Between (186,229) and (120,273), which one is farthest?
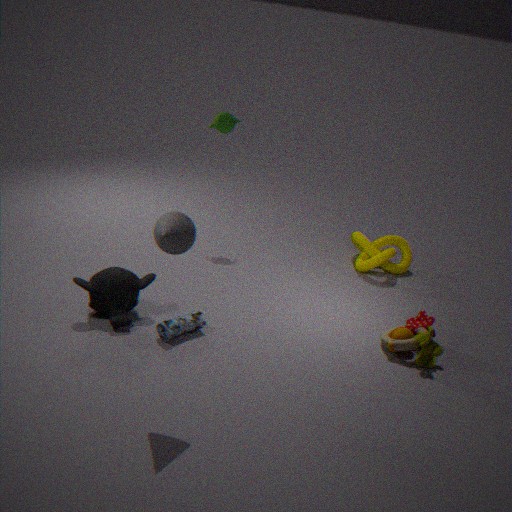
(120,273)
